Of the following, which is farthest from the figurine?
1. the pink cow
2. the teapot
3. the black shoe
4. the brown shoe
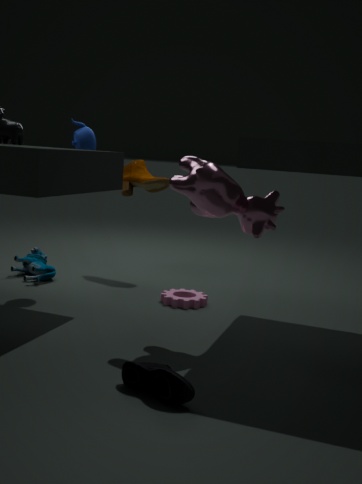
the black shoe
